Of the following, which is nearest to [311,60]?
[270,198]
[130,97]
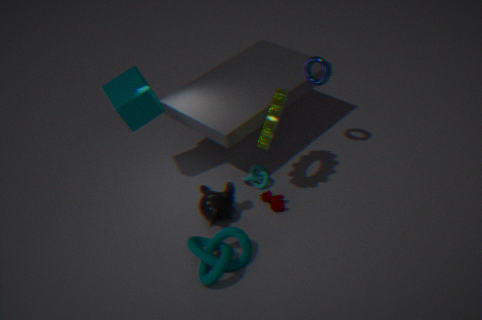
[270,198]
